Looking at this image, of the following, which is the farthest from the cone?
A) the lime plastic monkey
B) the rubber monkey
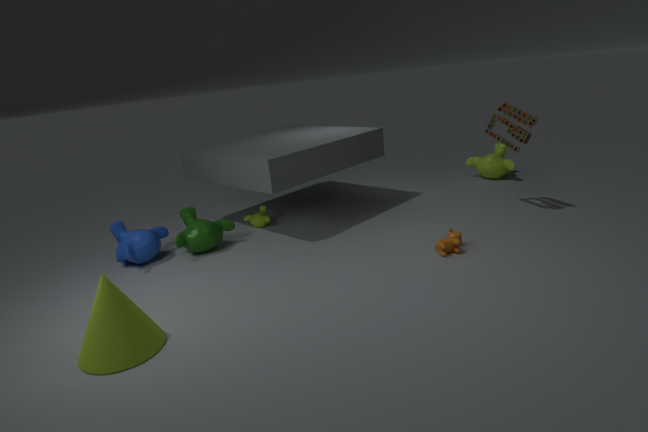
the lime plastic monkey
